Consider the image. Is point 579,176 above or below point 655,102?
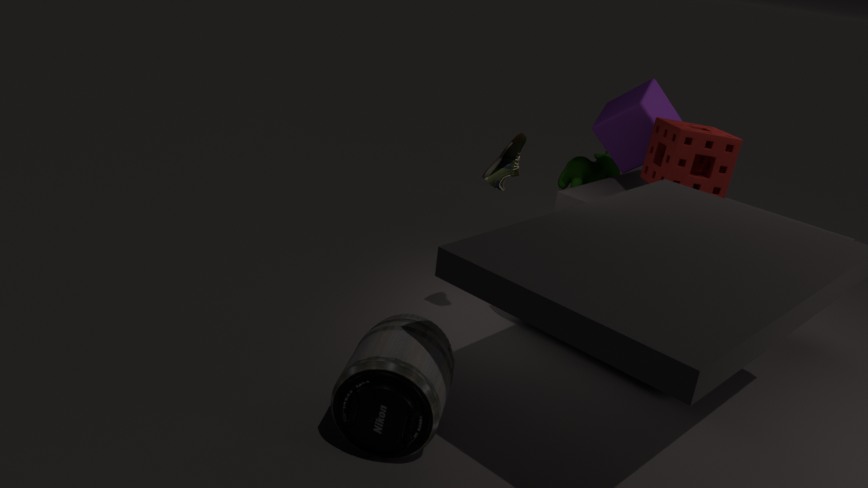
below
